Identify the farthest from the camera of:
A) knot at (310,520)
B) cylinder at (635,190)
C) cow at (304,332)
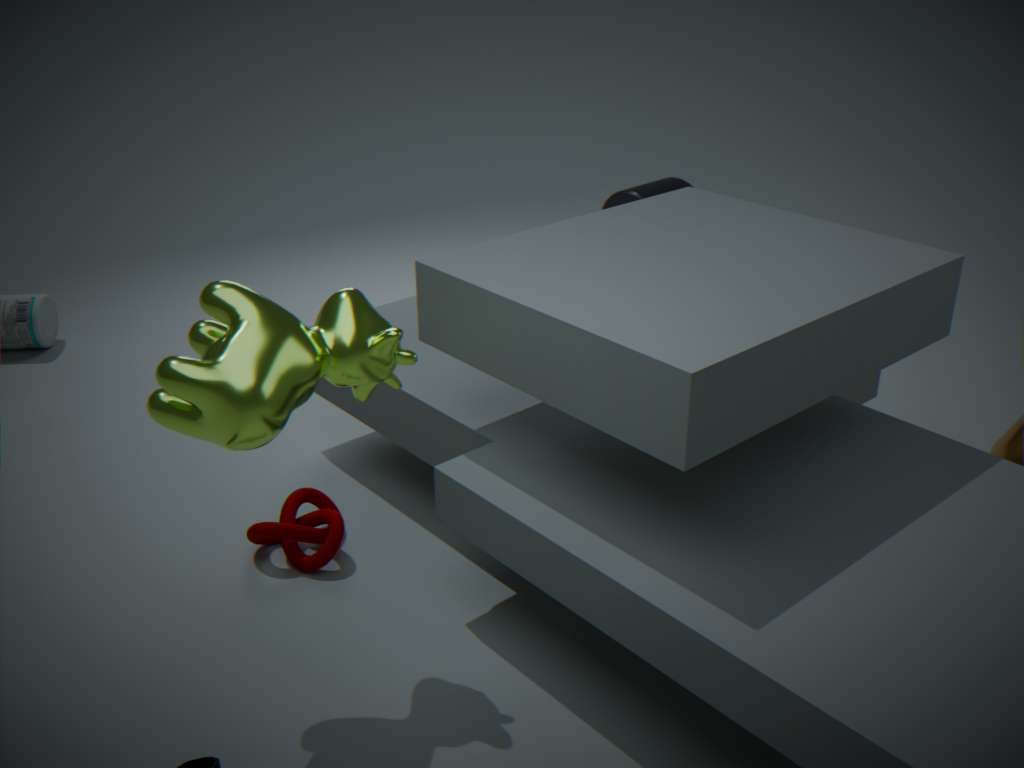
cylinder at (635,190)
